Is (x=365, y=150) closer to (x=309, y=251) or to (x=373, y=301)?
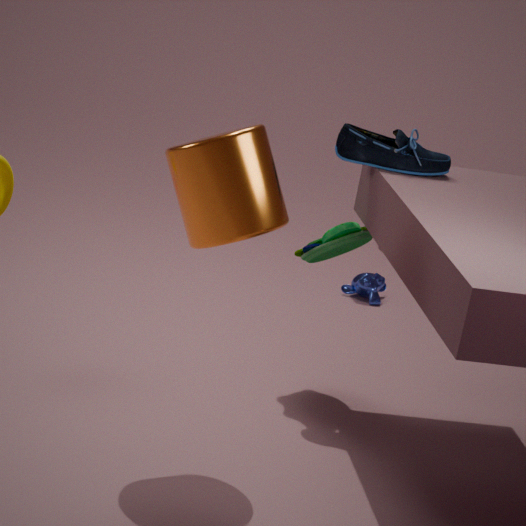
(x=309, y=251)
